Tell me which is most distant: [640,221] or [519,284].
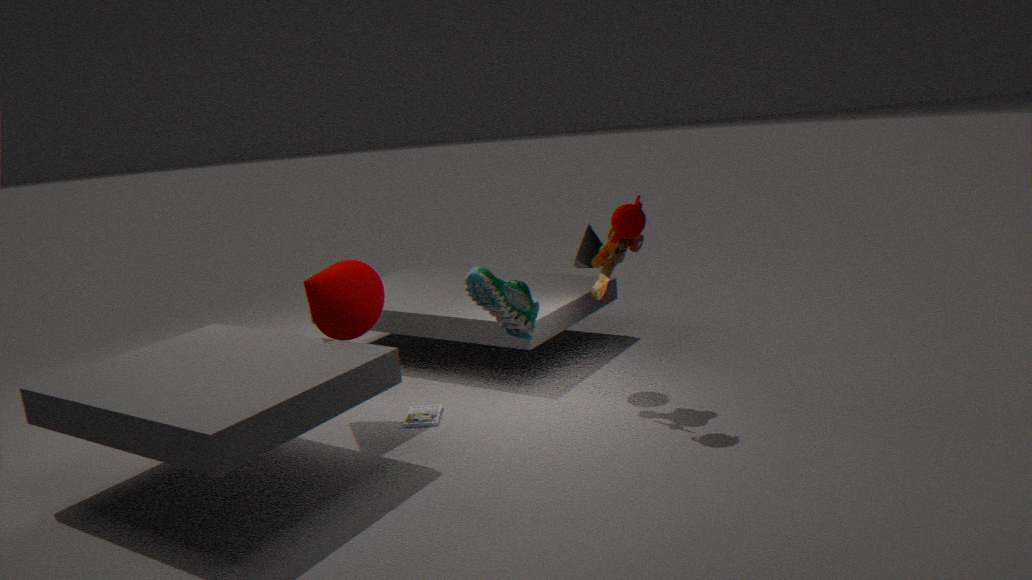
[640,221]
